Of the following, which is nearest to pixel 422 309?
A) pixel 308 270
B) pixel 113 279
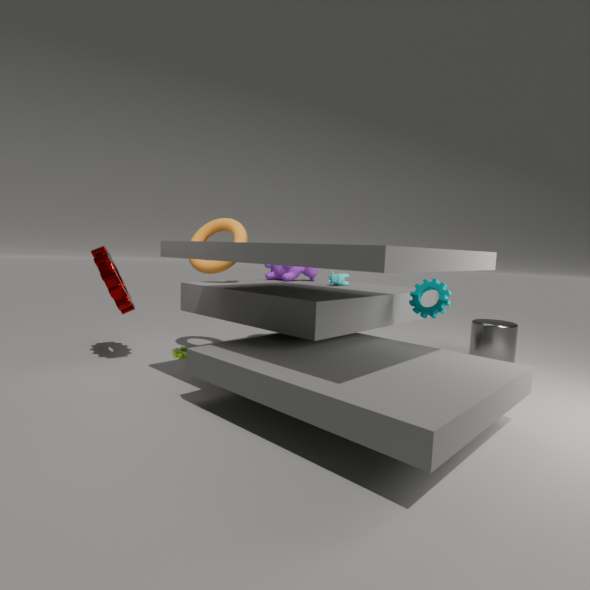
pixel 308 270
